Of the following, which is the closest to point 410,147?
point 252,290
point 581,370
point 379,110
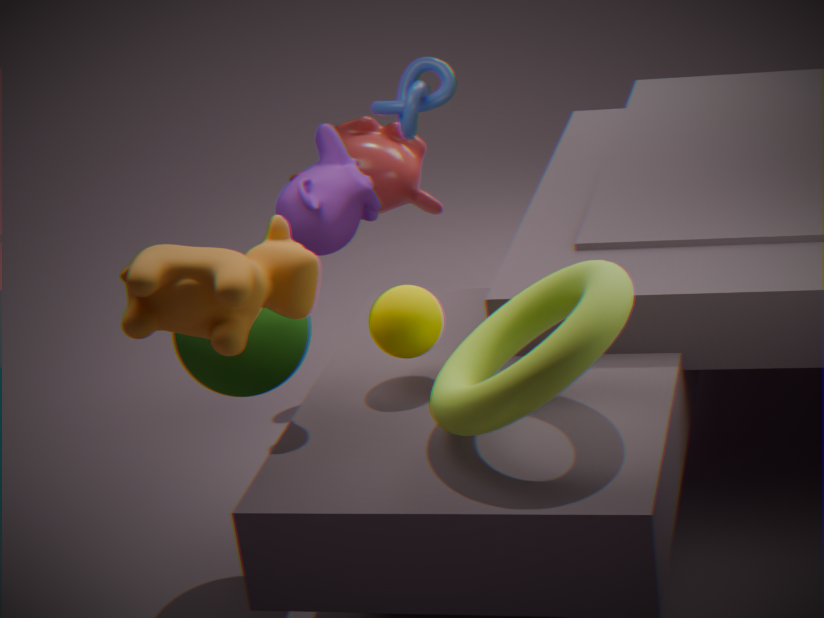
point 379,110
